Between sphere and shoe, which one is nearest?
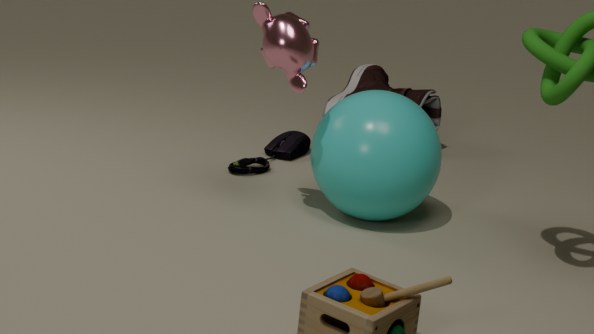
sphere
